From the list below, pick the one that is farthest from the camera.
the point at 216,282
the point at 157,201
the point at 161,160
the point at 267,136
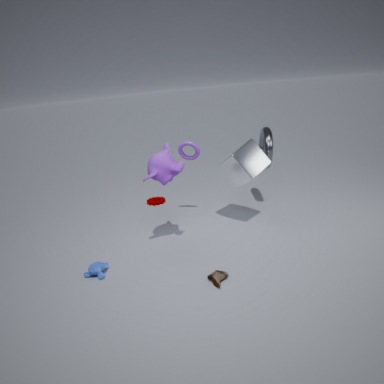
the point at 157,201
